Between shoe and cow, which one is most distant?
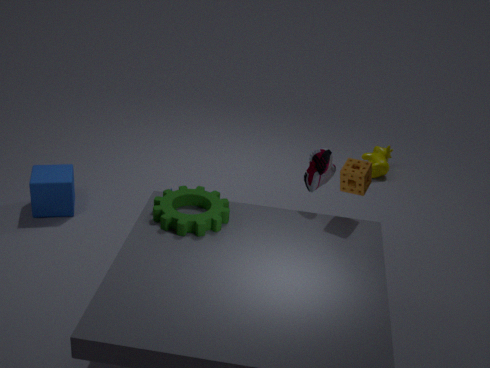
cow
